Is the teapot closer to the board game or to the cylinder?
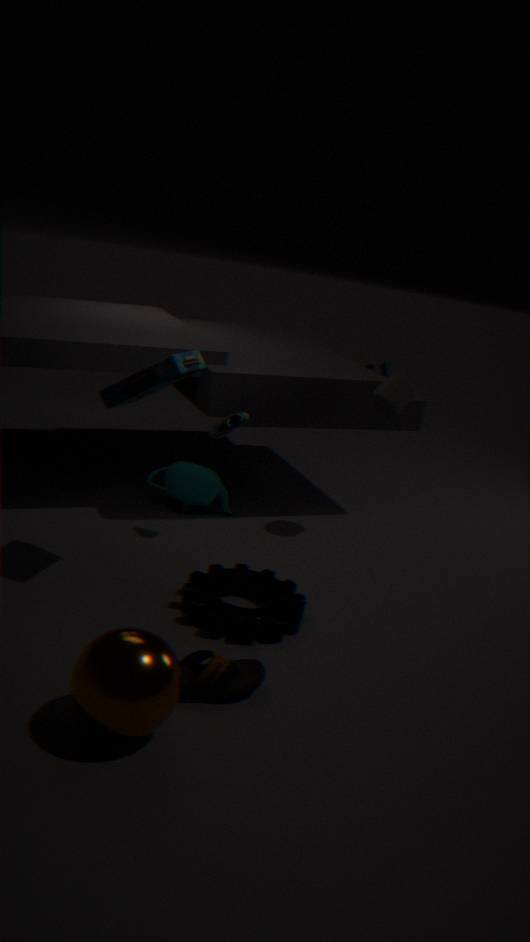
the board game
